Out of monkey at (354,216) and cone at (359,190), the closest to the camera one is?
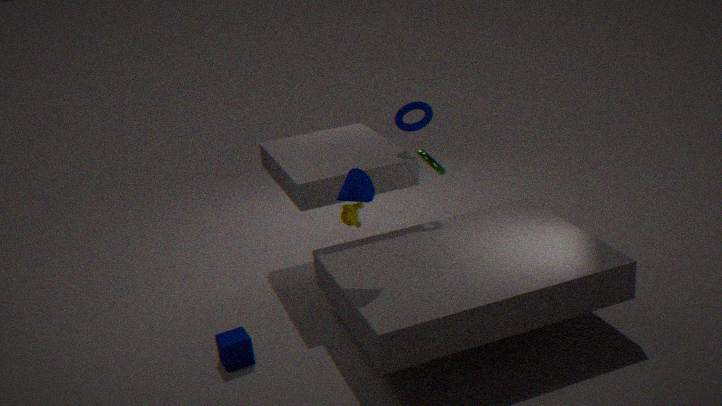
cone at (359,190)
